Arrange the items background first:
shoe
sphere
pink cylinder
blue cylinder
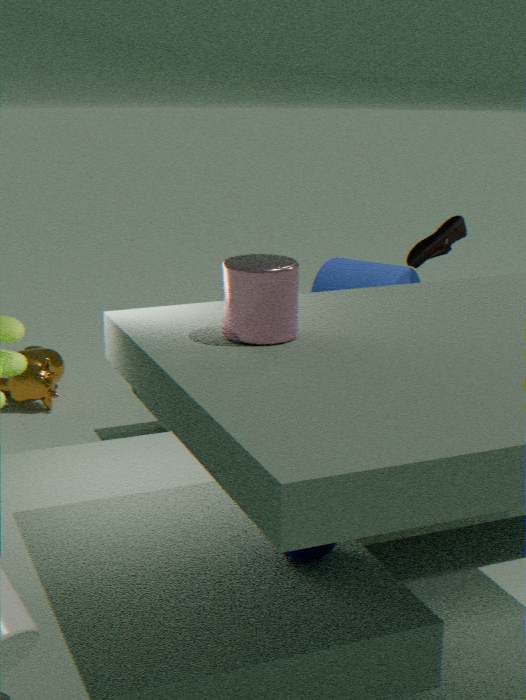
shoe < blue cylinder < sphere < pink cylinder
